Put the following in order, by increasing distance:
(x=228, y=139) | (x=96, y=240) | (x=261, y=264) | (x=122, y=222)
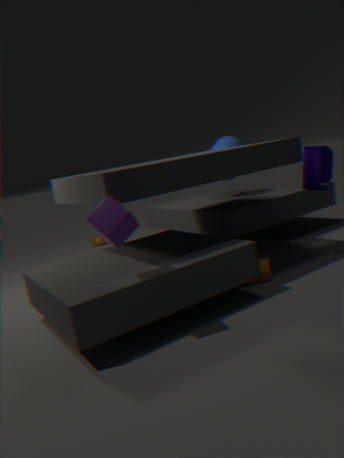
(x=122, y=222)
(x=261, y=264)
(x=228, y=139)
(x=96, y=240)
